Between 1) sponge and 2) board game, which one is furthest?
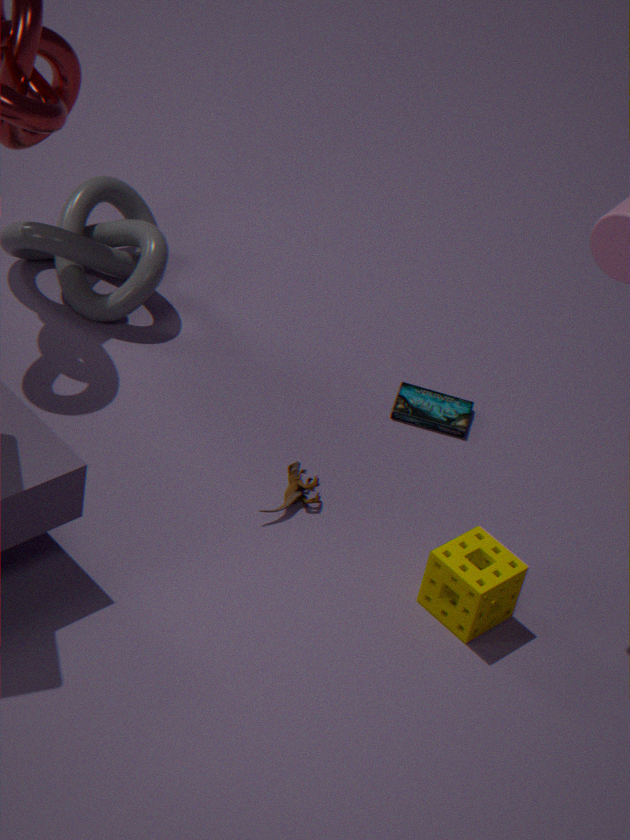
2. board game
